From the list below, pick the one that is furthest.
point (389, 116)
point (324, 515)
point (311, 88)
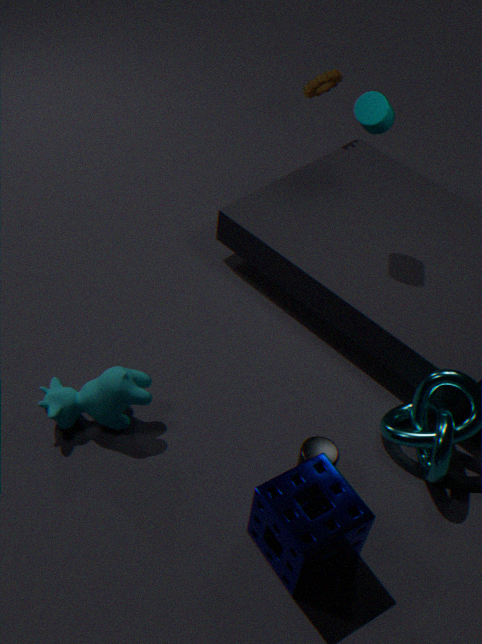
point (311, 88)
